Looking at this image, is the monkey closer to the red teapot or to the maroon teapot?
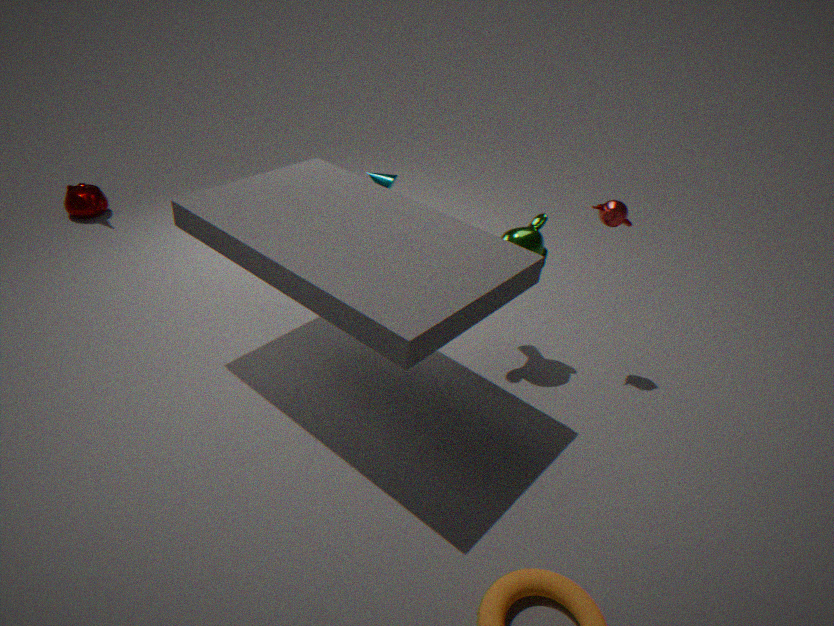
the red teapot
